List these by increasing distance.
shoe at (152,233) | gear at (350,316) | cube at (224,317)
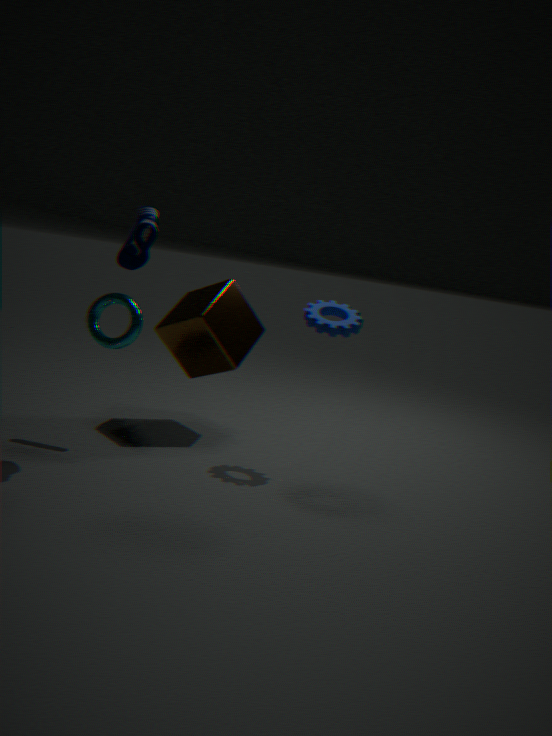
shoe at (152,233), gear at (350,316), cube at (224,317)
